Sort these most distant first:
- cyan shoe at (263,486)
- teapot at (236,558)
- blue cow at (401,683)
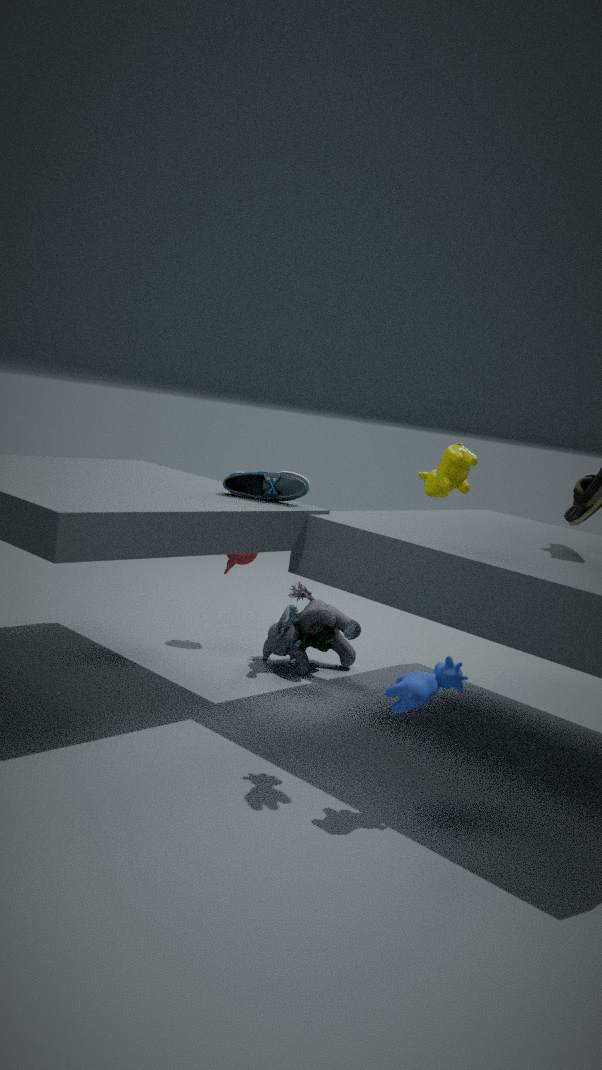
teapot at (236,558) → cyan shoe at (263,486) → blue cow at (401,683)
